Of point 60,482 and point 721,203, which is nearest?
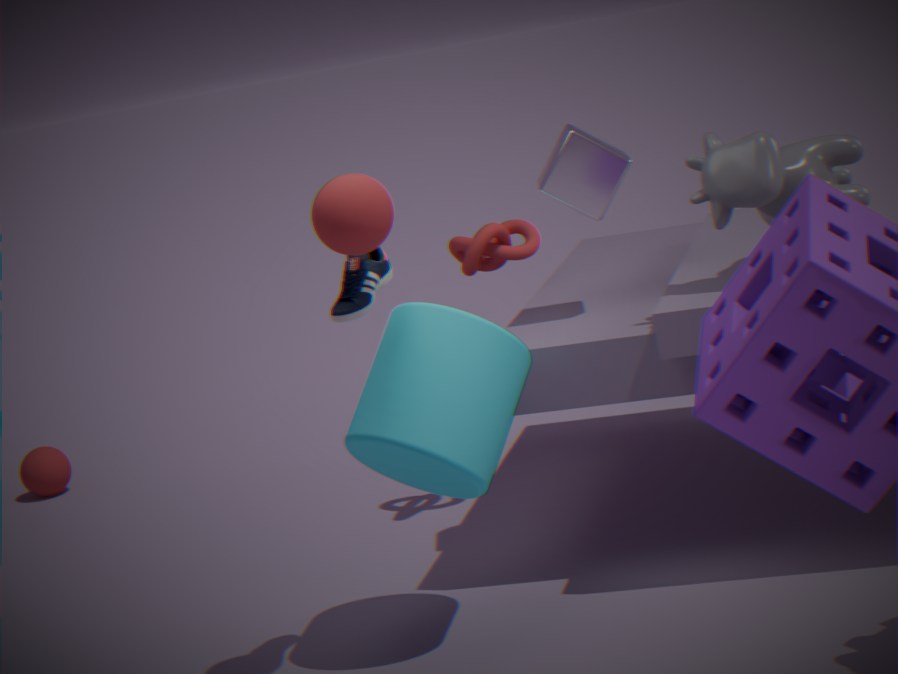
point 721,203
